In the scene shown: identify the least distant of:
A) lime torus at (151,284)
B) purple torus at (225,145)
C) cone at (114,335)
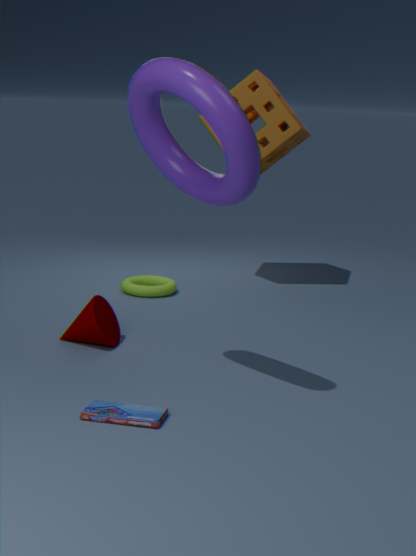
purple torus at (225,145)
